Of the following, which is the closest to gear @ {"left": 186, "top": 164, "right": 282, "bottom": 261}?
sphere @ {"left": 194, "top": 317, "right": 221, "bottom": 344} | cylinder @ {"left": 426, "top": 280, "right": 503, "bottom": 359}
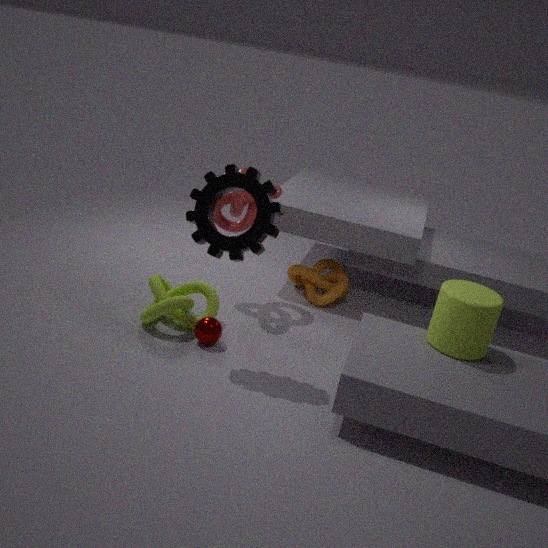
sphere @ {"left": 194, "top": 317, "right": 221, "bottom": 344}
